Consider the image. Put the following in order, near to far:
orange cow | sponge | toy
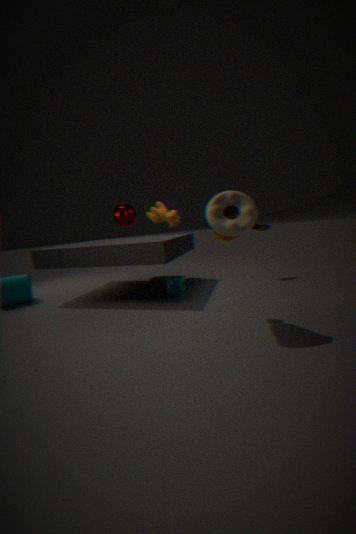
1. toy
2. sponge
3. orange cow
